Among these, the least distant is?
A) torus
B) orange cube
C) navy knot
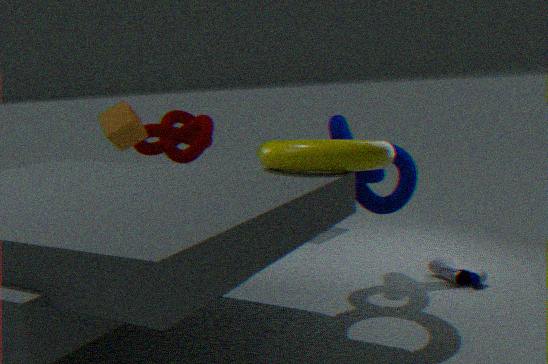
torus
